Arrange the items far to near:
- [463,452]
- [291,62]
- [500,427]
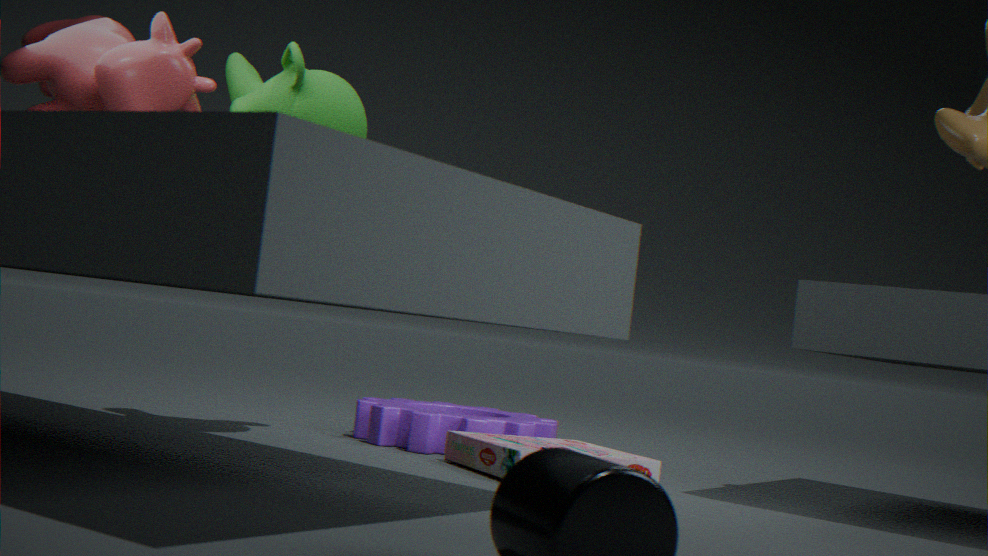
[500,427]
[463,452]
[291,62]
